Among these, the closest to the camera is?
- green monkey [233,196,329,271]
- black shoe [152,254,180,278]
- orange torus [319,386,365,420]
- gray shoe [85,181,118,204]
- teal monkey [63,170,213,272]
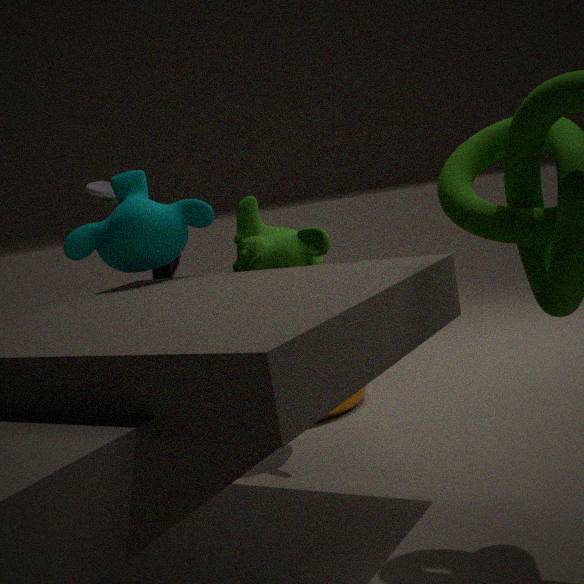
green monkey [233,196,329,271]
